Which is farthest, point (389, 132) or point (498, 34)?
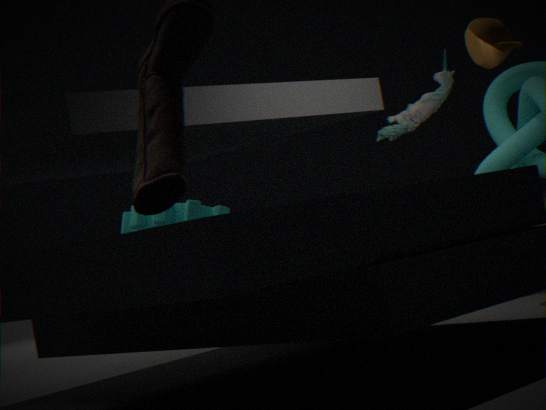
point (389, 132)
